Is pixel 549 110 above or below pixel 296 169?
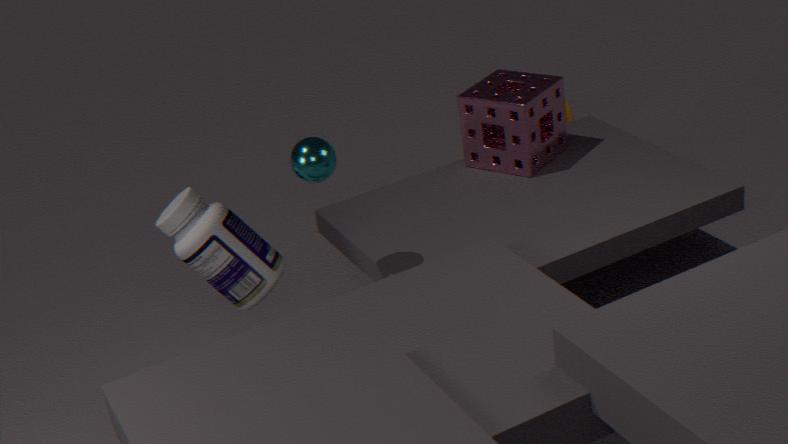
below
